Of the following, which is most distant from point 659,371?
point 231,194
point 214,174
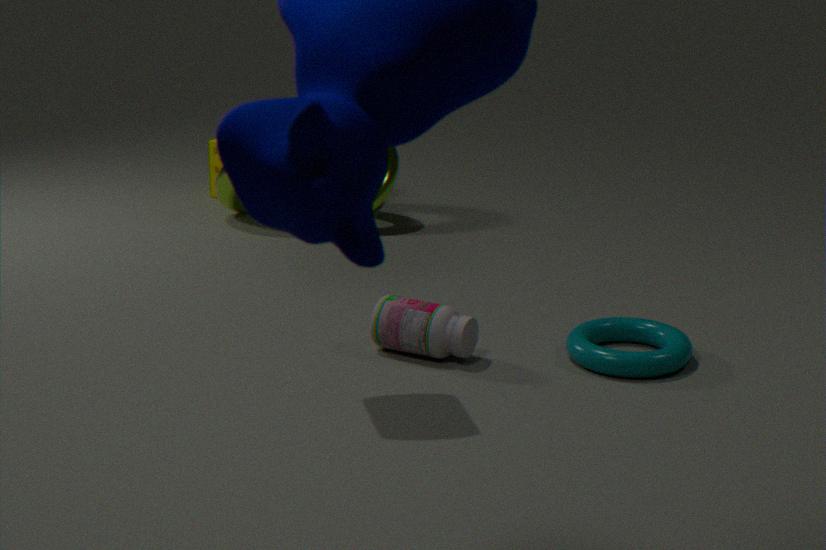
point 214,174
